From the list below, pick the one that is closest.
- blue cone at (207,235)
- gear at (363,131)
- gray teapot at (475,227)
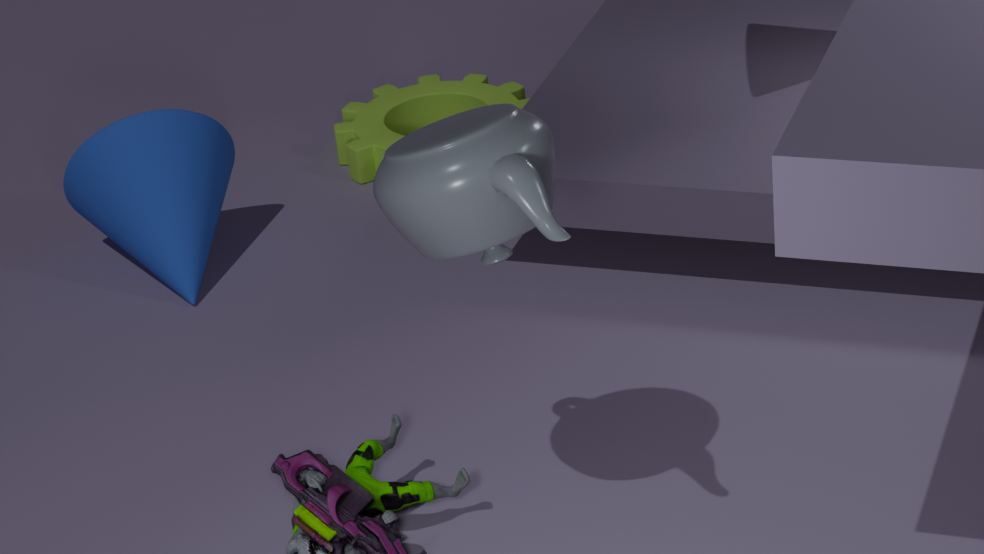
gray teapot at (475,227)
